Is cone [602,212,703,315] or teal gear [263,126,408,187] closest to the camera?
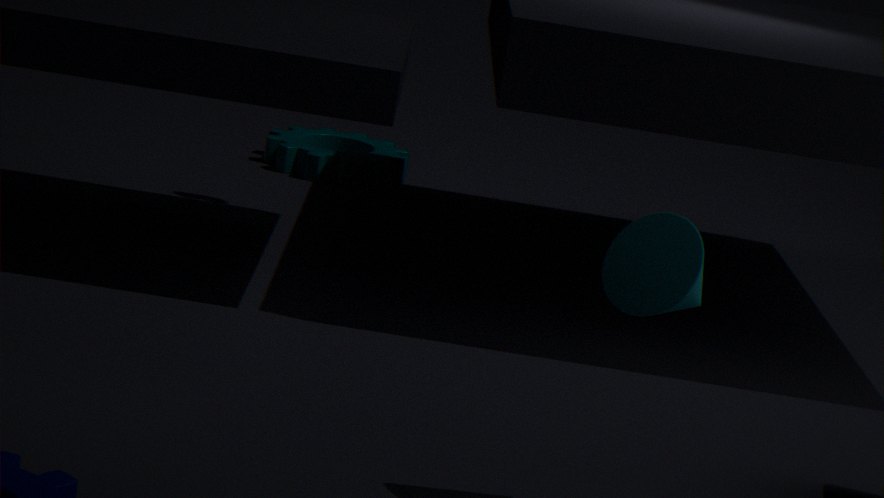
cone [602,212,703,315]
